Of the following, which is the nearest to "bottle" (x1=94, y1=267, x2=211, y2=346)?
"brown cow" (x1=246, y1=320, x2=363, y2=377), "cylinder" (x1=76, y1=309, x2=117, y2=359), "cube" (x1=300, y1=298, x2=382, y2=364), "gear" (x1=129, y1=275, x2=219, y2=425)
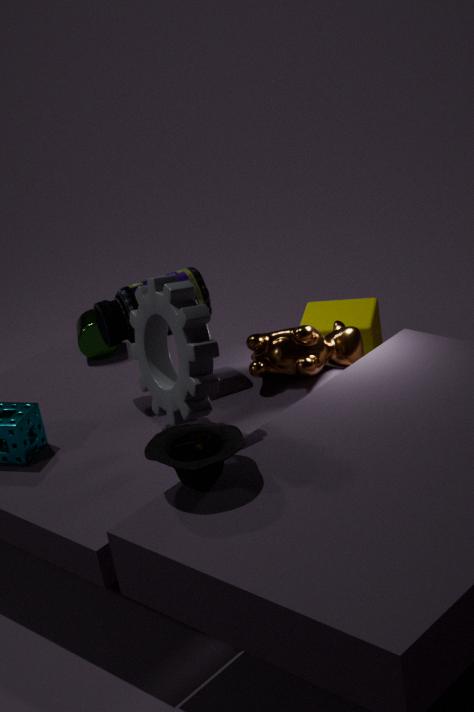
"gear" (x1=129, y1=275, x2=219, y2=425)
